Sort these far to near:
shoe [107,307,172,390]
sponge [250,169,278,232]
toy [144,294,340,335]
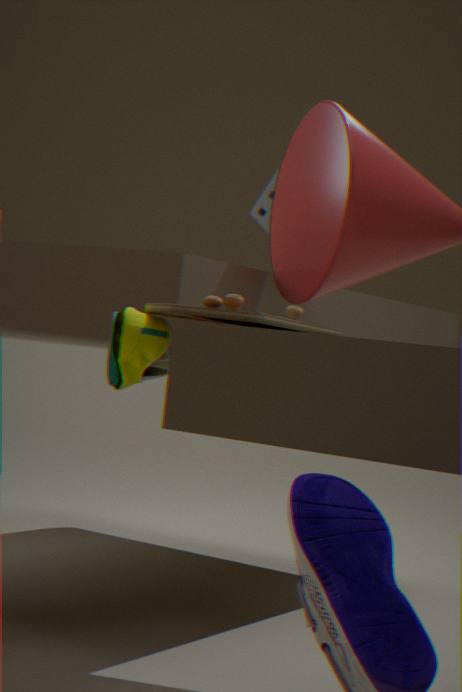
sponge [250,169,278,232]
shoe [107,307,172,390]
toy [144,294,340,335]
